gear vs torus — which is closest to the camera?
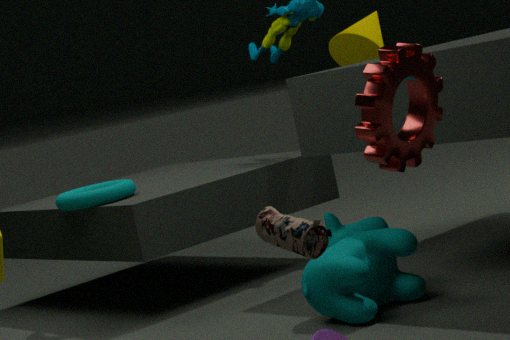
gear
